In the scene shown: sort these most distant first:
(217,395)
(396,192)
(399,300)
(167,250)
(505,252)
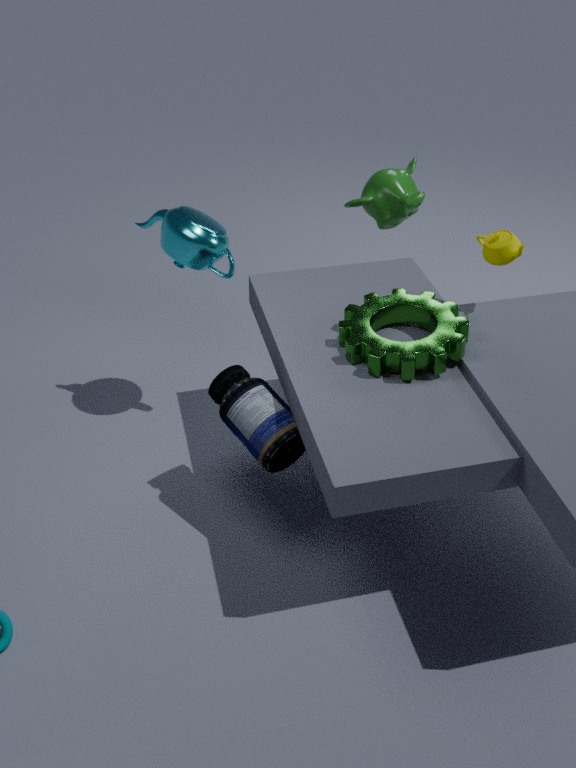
1. (396,192)
2. (167,250)
3. (399,300)
4. (217,395)
5. (505,252)
